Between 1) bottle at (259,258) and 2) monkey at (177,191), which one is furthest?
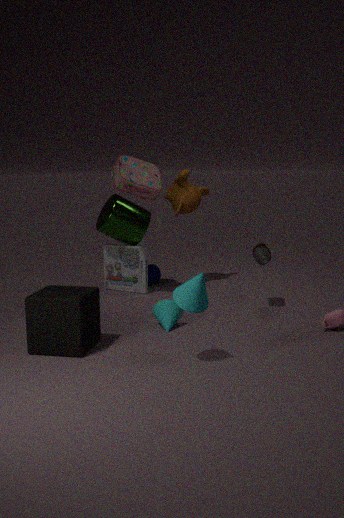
2. monkey at (177,191)
